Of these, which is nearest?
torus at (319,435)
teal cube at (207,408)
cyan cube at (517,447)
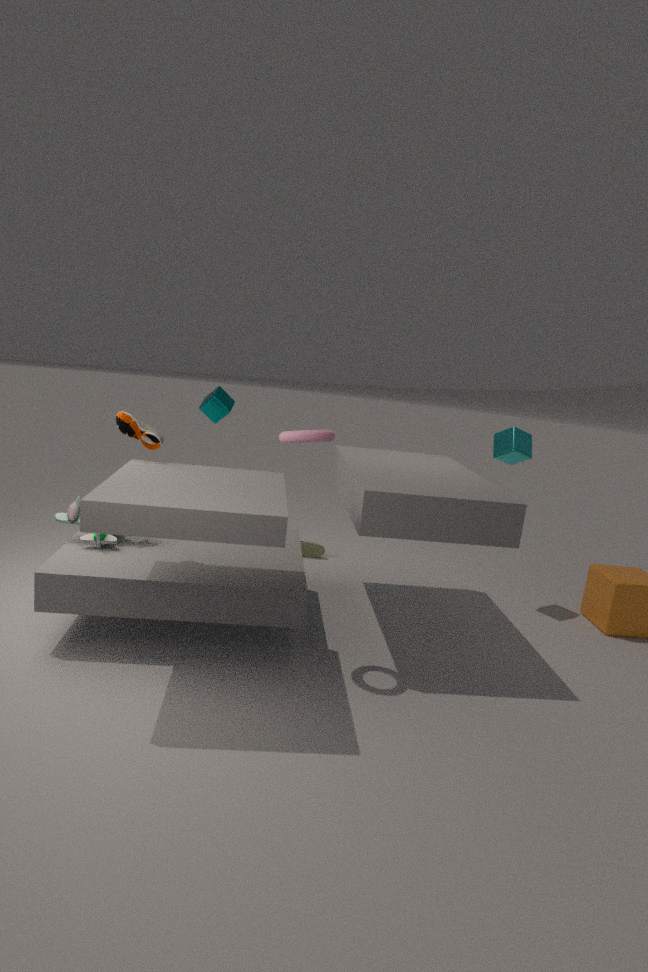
torus at (319,435)
